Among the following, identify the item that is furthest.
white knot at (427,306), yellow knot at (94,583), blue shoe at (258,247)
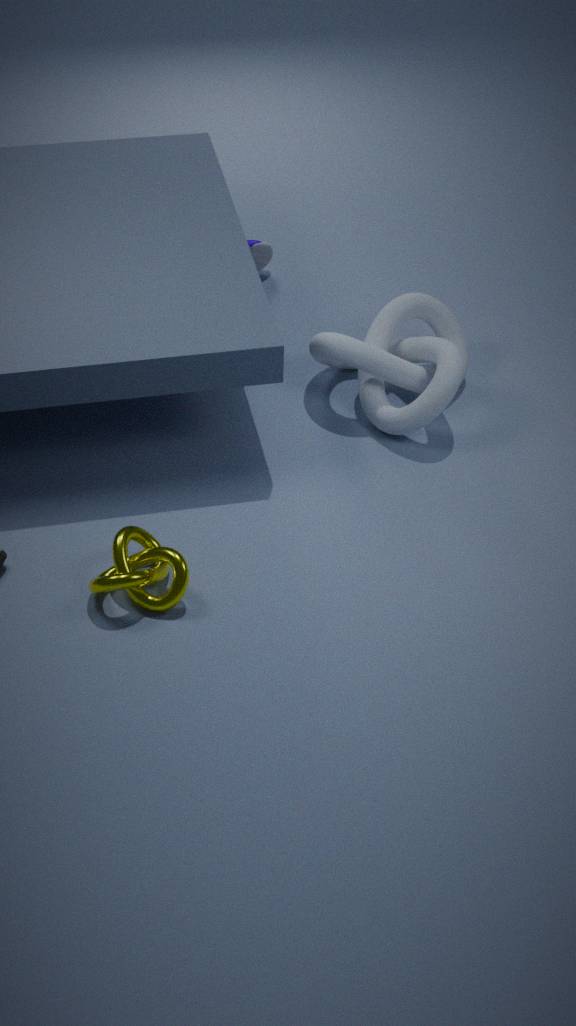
blue shoe at (258,247)
